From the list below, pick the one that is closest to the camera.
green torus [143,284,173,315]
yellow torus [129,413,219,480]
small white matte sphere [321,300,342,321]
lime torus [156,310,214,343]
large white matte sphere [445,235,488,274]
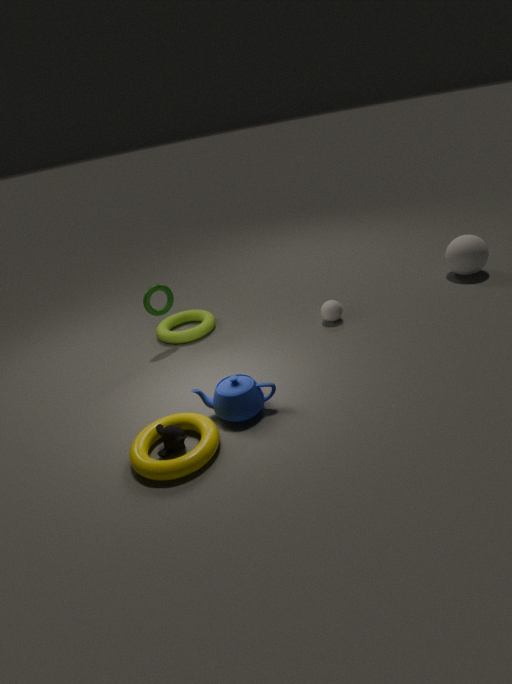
yellow torus [129,413,219,480]
